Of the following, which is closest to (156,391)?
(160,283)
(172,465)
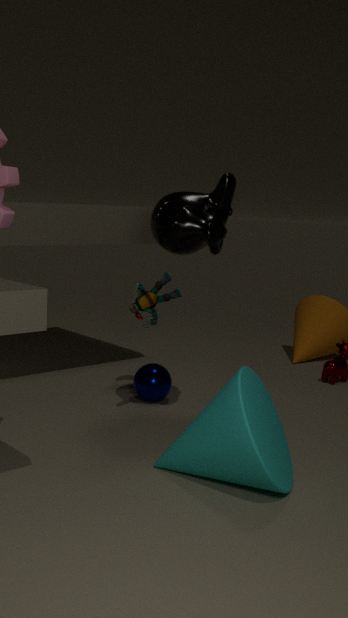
(160,283)
